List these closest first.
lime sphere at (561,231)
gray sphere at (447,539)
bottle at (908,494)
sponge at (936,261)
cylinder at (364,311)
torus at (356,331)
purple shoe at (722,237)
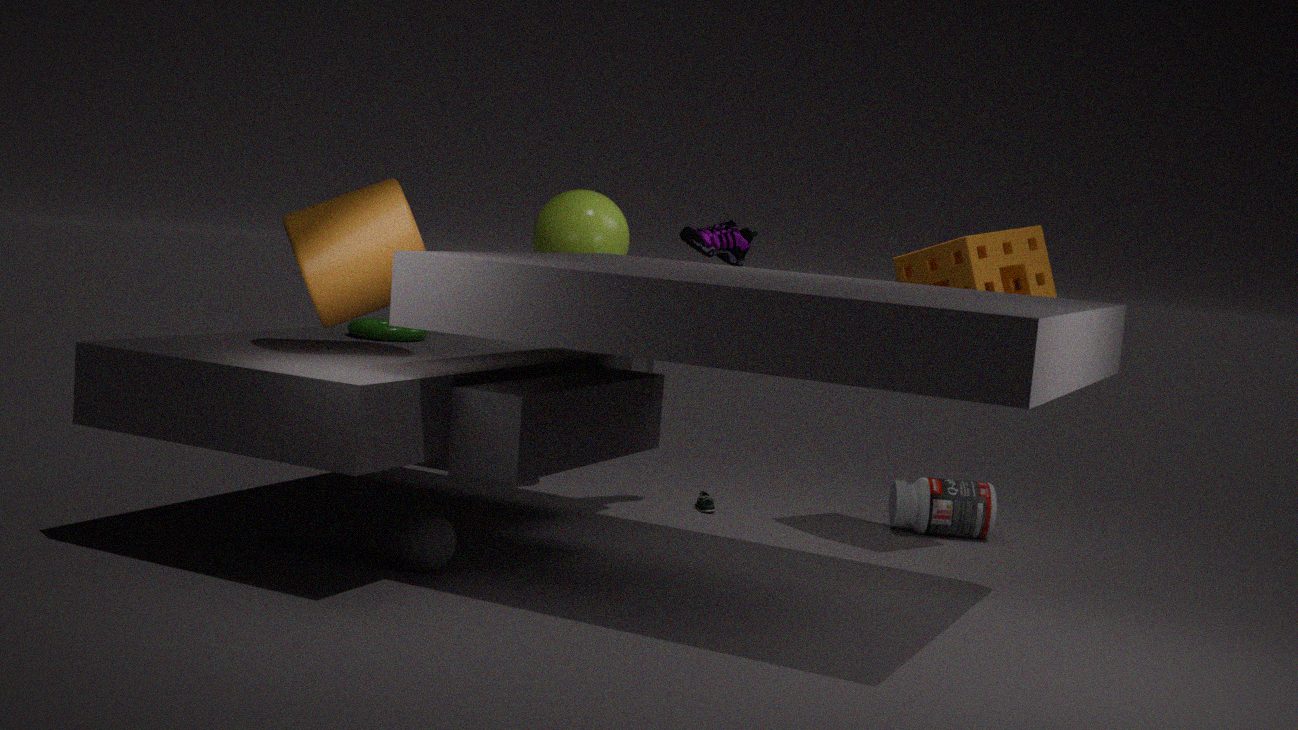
cylinder at (364,311) < gray sphere at (447,539) < sponge at (936,261) < torus at (356,331) < purple shoe at (722,237) < lime sphere at (561,231) < bottle at (908,494)
